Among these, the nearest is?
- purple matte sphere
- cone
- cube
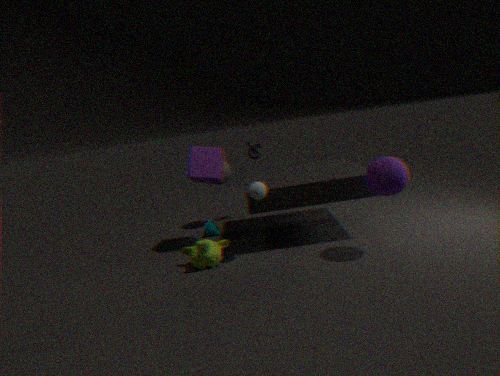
purple matte sphere
